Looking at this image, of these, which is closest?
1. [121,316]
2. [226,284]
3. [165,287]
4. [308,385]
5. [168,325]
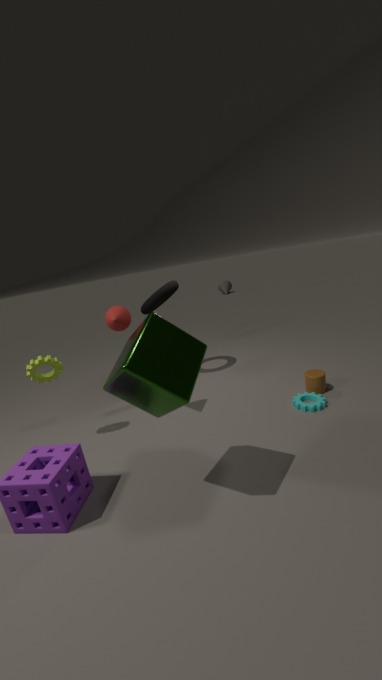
[168,325]
